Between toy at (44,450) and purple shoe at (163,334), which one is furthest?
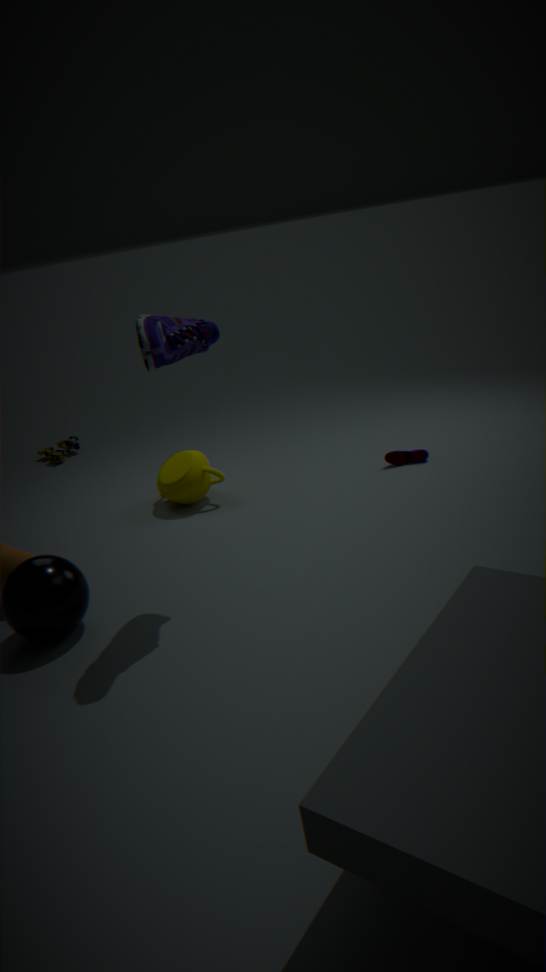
toy at (44,450)
